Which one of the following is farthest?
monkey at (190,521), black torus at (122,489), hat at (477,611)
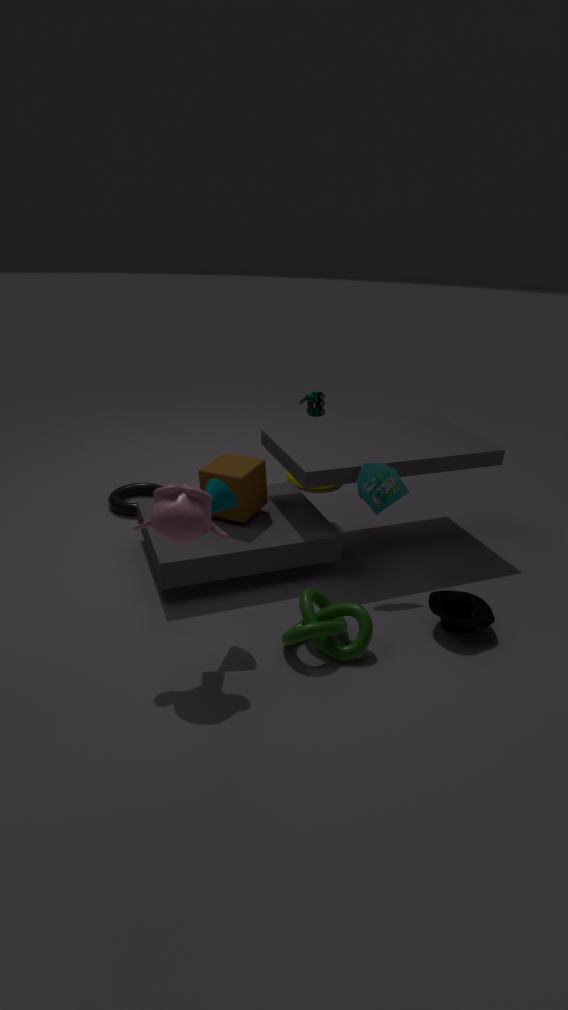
black torus at (122,489)
